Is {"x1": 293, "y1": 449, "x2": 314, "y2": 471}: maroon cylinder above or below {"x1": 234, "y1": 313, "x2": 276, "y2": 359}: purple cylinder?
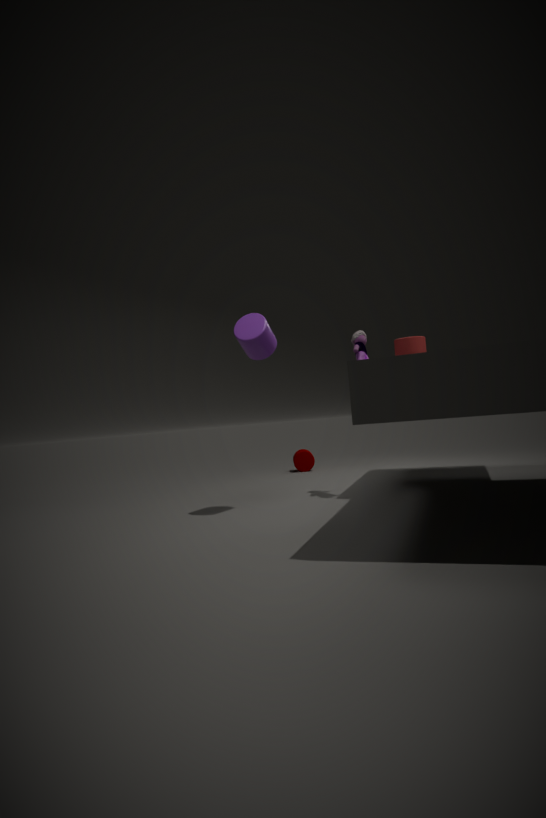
below
